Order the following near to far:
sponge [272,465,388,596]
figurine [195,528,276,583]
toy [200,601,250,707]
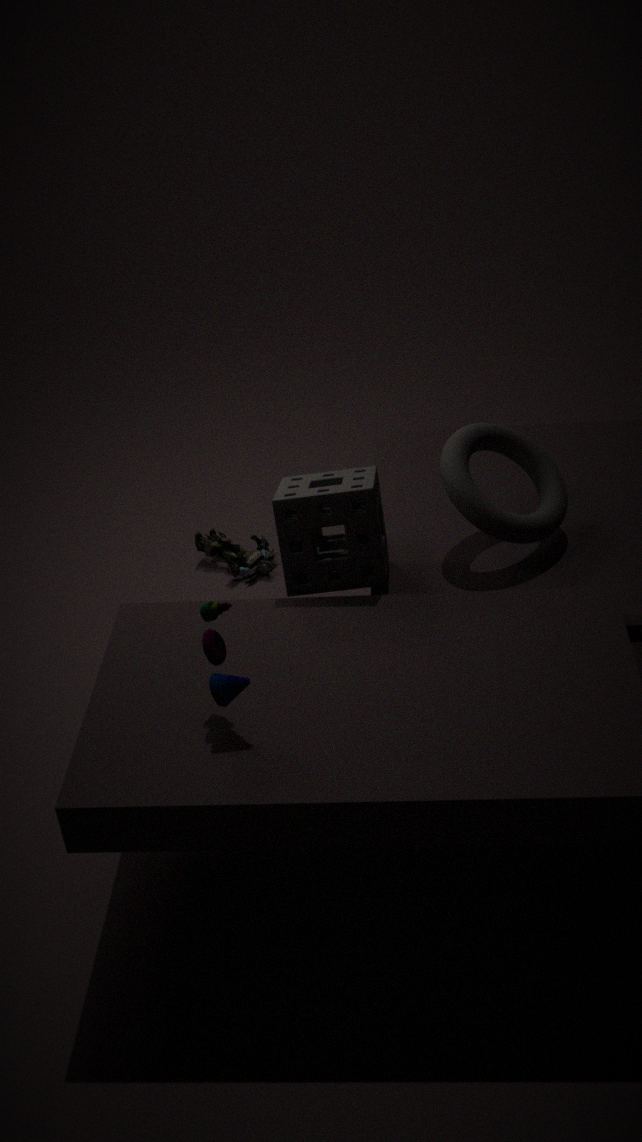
toy [200,601,250,707]
sponge [272,465,388,596]
figurine [195,528,276,583]
